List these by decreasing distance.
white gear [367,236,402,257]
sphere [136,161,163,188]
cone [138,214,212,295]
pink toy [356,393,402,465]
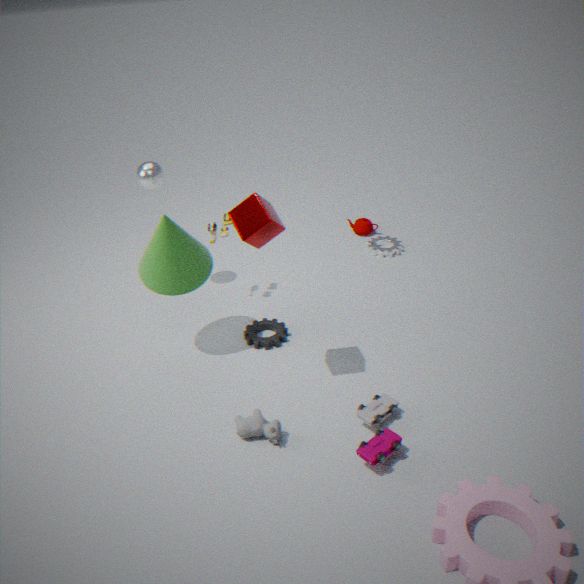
white gear [367,236,402,257] < sphere [136,161,163,188] < cone [138,214,212,295] < pink toy [356,393,402,465]
